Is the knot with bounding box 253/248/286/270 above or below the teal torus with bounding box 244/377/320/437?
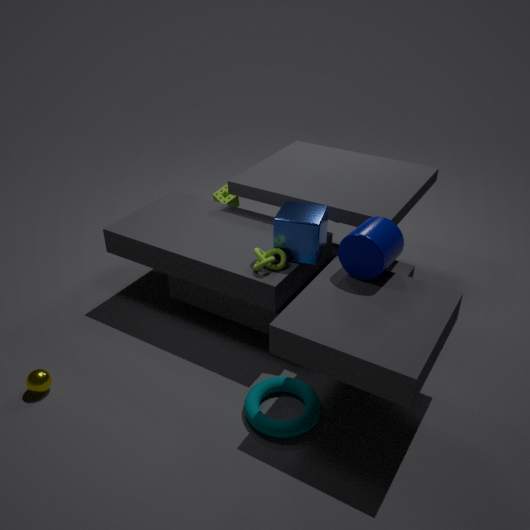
above
